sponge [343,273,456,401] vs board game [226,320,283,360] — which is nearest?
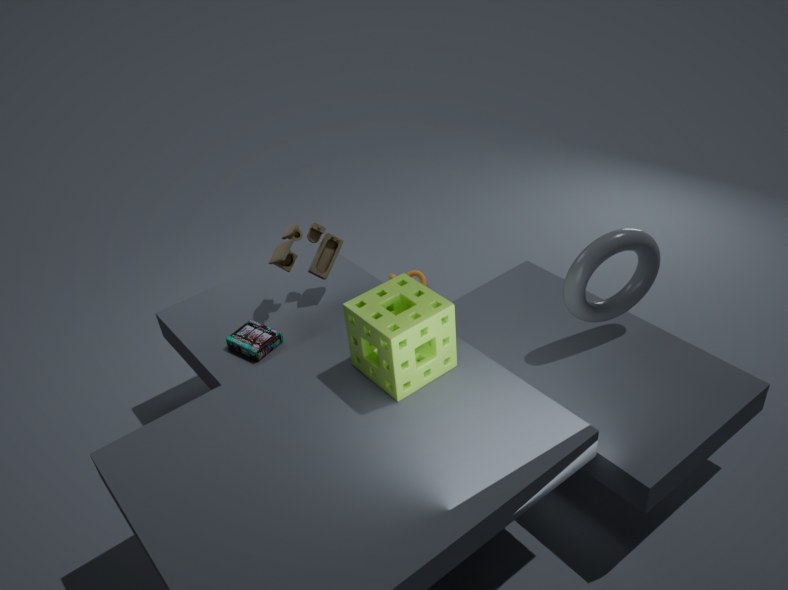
sponge [343,273,456,401]
